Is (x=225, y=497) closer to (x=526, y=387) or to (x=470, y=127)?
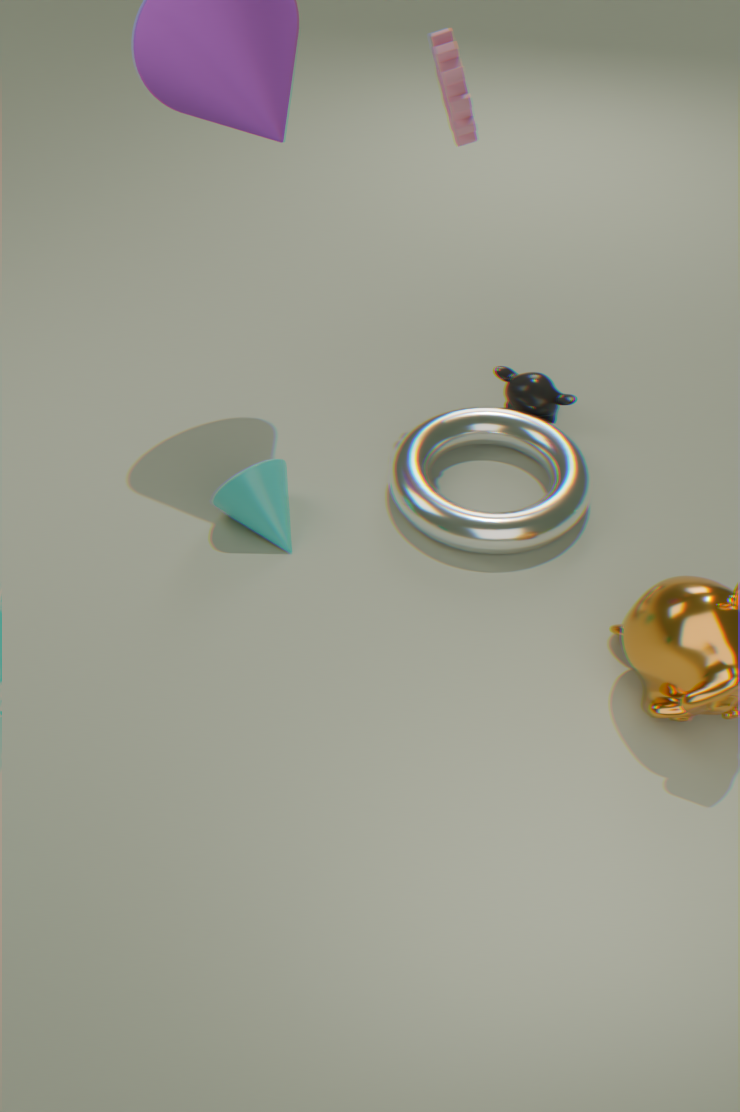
(x=526, y=387)
